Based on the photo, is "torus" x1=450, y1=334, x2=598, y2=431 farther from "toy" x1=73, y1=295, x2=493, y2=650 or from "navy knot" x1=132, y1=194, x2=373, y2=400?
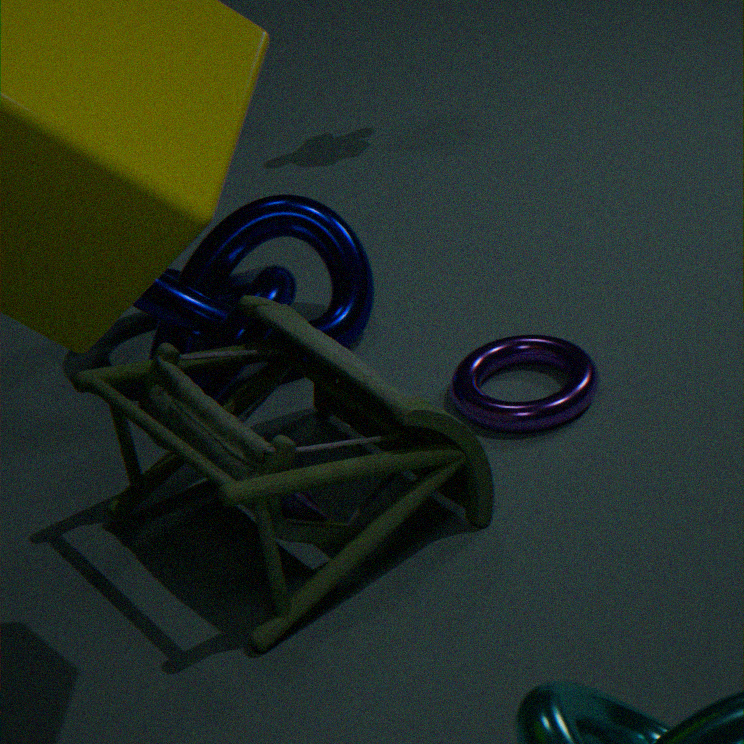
"navy knot" x1=132, y1=194, x2=373, y2=400
